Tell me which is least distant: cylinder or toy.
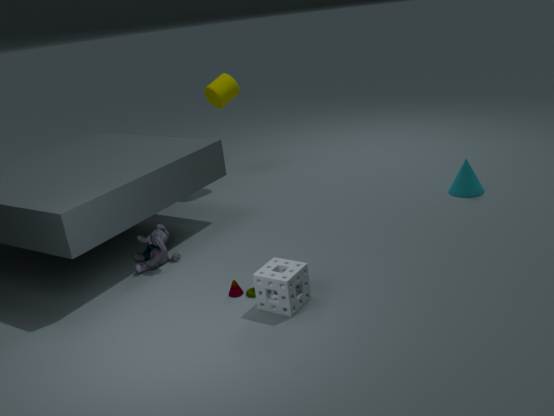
toy
